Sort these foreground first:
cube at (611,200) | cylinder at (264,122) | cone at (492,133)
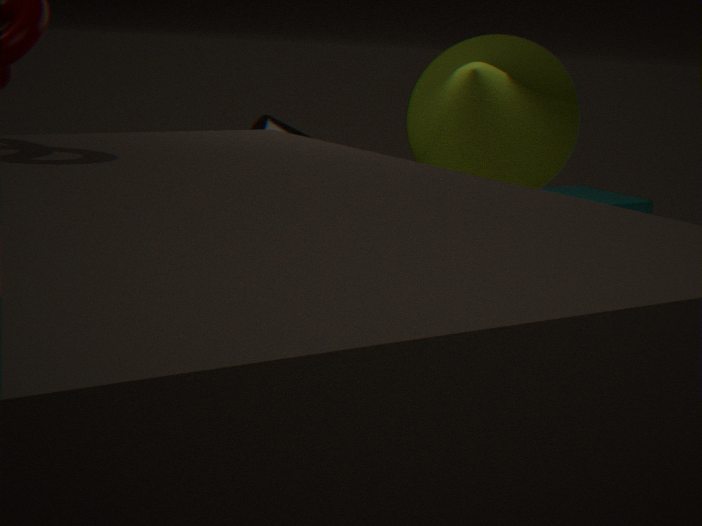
cone at (492,133) < cylinder at (264,122) < cube at (611,200)
